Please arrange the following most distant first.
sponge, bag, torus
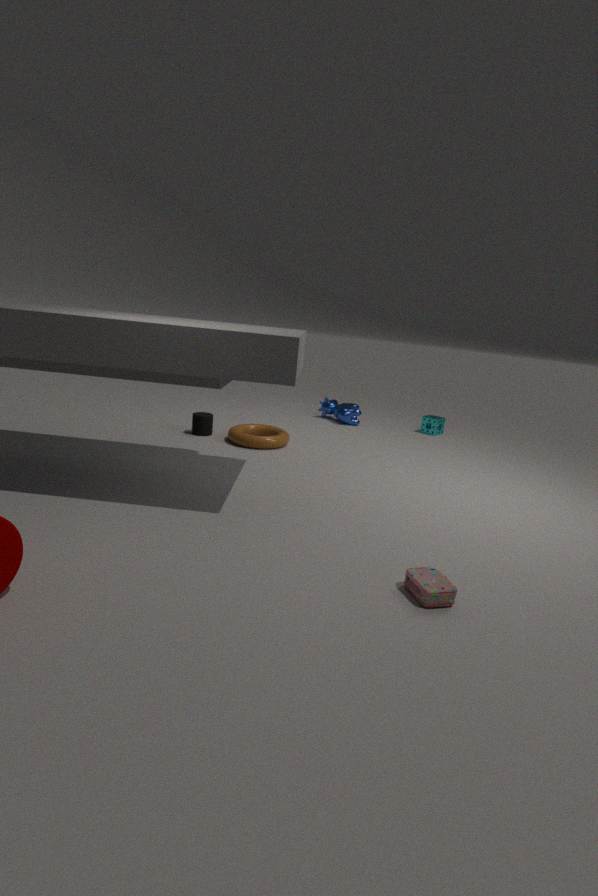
1. sponge
2. torus
3. bag
